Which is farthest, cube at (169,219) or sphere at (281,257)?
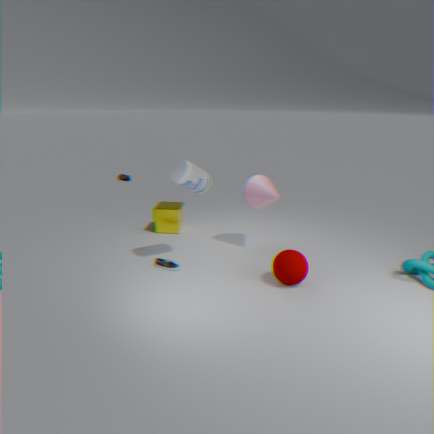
cube at (169,219)
